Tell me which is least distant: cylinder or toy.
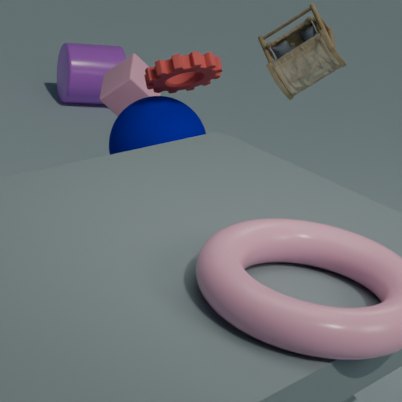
toy
